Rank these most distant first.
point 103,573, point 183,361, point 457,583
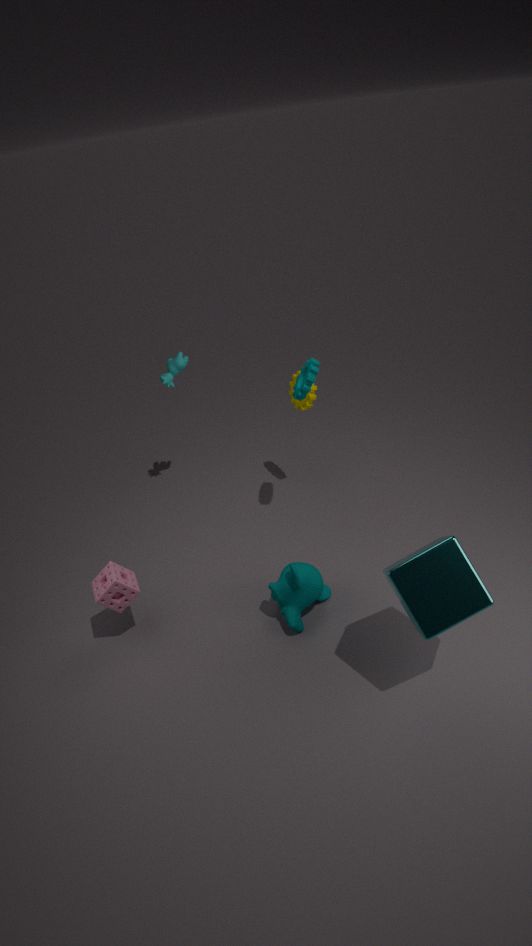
point 183,361
point 103,573
point 457,583
